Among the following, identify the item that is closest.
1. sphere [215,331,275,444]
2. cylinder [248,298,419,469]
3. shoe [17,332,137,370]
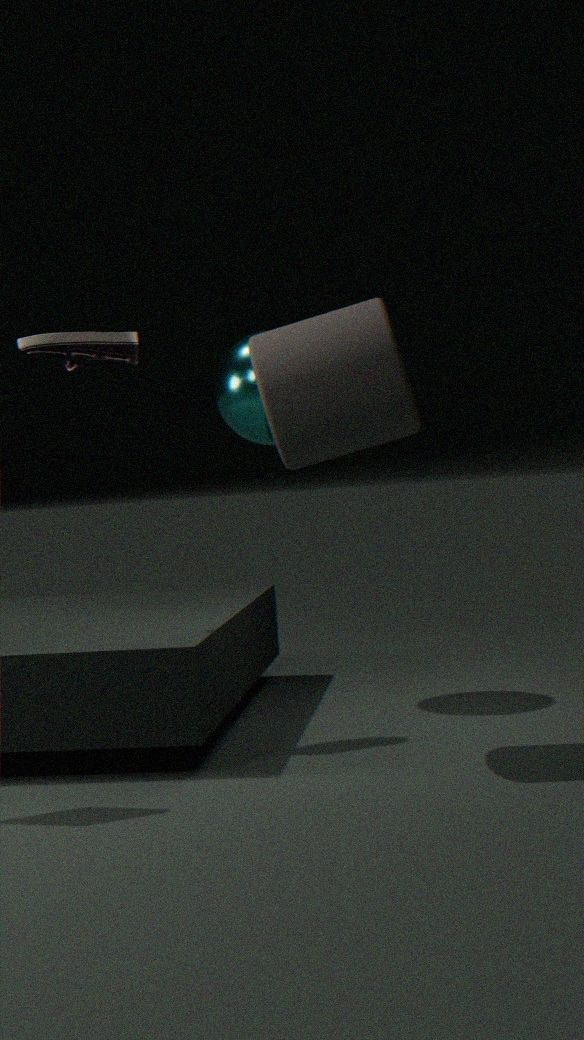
cylinder [248,298,419,469]
